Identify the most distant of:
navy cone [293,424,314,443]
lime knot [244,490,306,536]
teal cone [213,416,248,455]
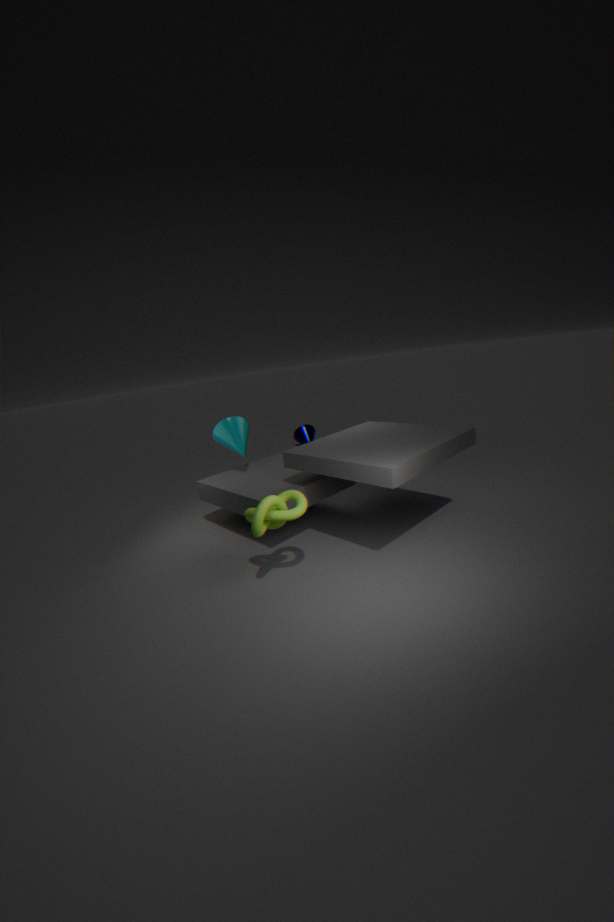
navy cone [293,424,314,443]
